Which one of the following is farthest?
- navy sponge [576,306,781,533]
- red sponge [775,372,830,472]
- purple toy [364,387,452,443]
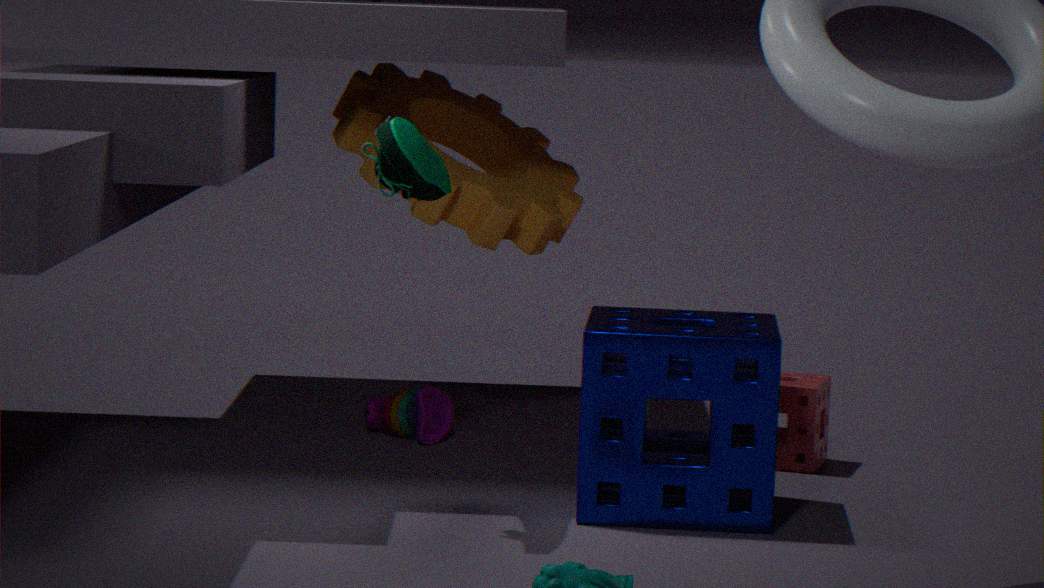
purple toy [364,387,452,443]
